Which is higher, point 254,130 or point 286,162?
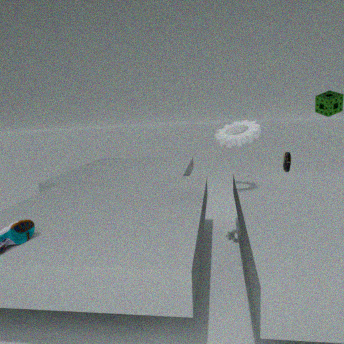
point 254,130
